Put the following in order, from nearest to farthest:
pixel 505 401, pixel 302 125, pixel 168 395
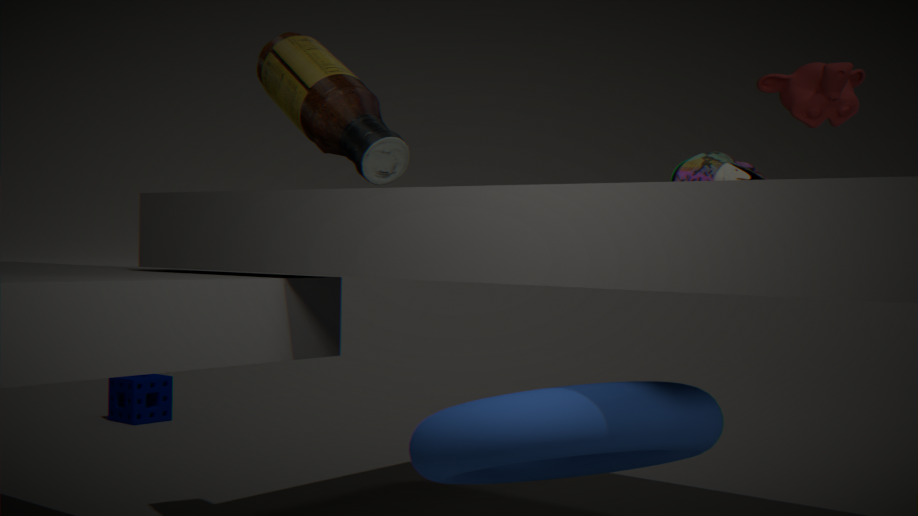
pixel 505 401
pixel 302 125
pixel 168 395
